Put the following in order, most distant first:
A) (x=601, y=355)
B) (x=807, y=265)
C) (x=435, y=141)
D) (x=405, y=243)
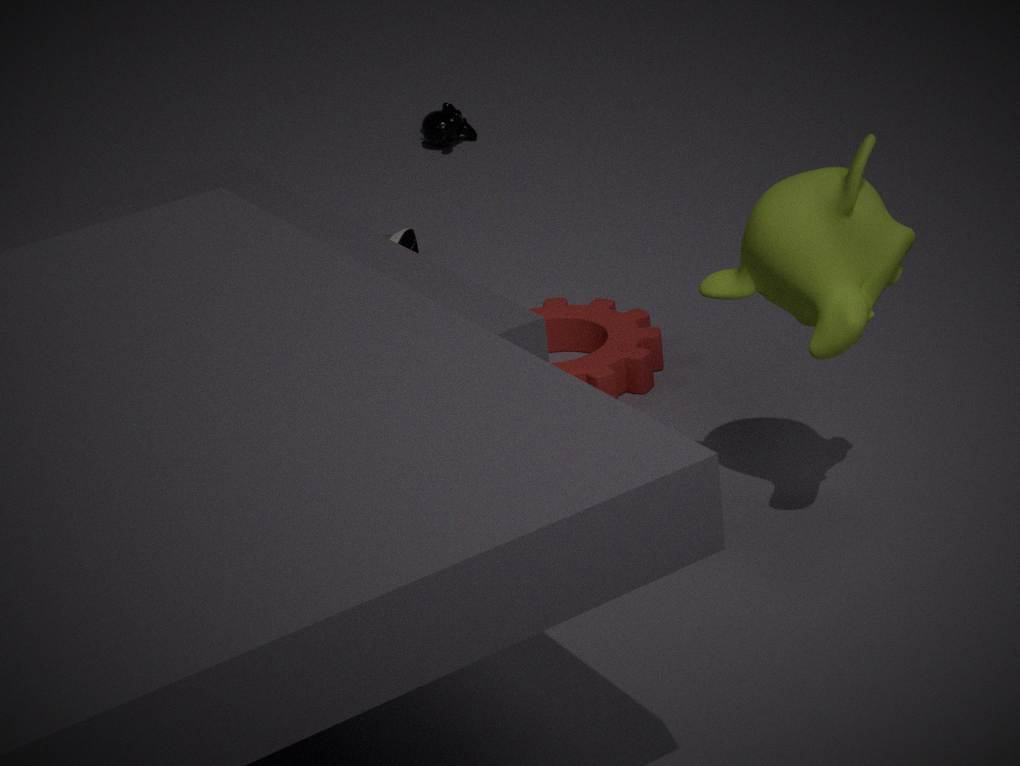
(x=435, y=141), (x=405, y=243), (x=601, y=355), (x=807, y=265)
